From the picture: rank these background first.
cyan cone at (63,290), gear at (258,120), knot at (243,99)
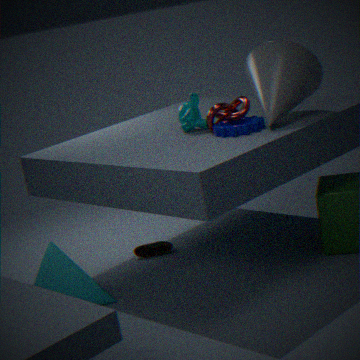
knot at (243,99)
gear at (258,120)
cyan cone at (63,290)
